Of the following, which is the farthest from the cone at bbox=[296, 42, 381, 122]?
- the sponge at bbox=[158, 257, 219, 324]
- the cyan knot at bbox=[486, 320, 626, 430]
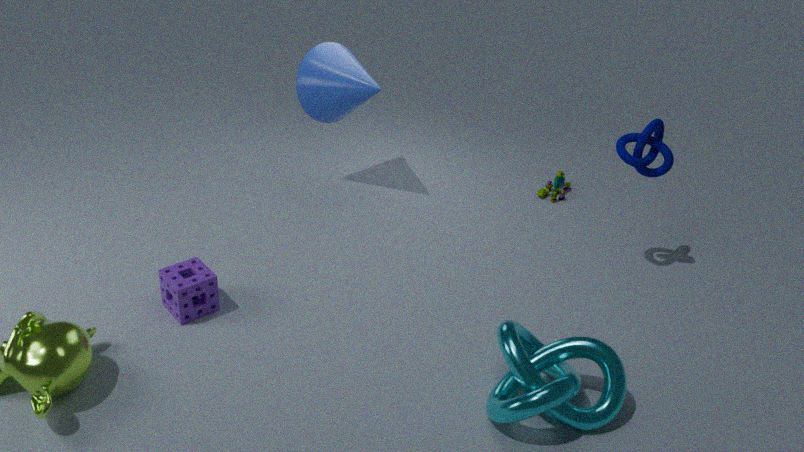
the cyan knot at bbox=[486, 320, 626, 430]
